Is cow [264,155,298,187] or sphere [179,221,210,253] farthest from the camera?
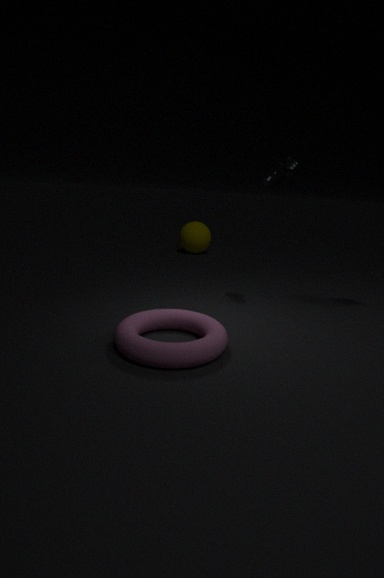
sphere [179,221,210,253]
